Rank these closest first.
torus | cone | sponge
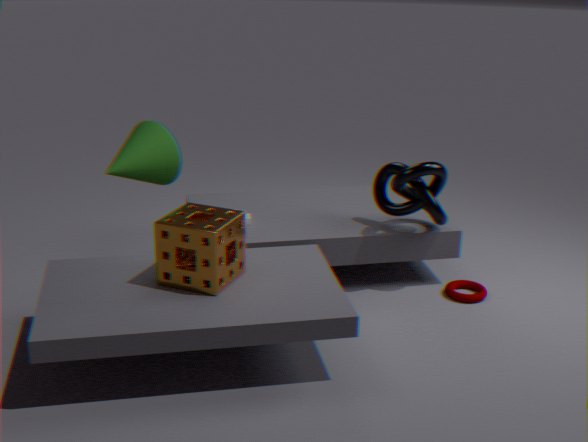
sponge < cone < torus
